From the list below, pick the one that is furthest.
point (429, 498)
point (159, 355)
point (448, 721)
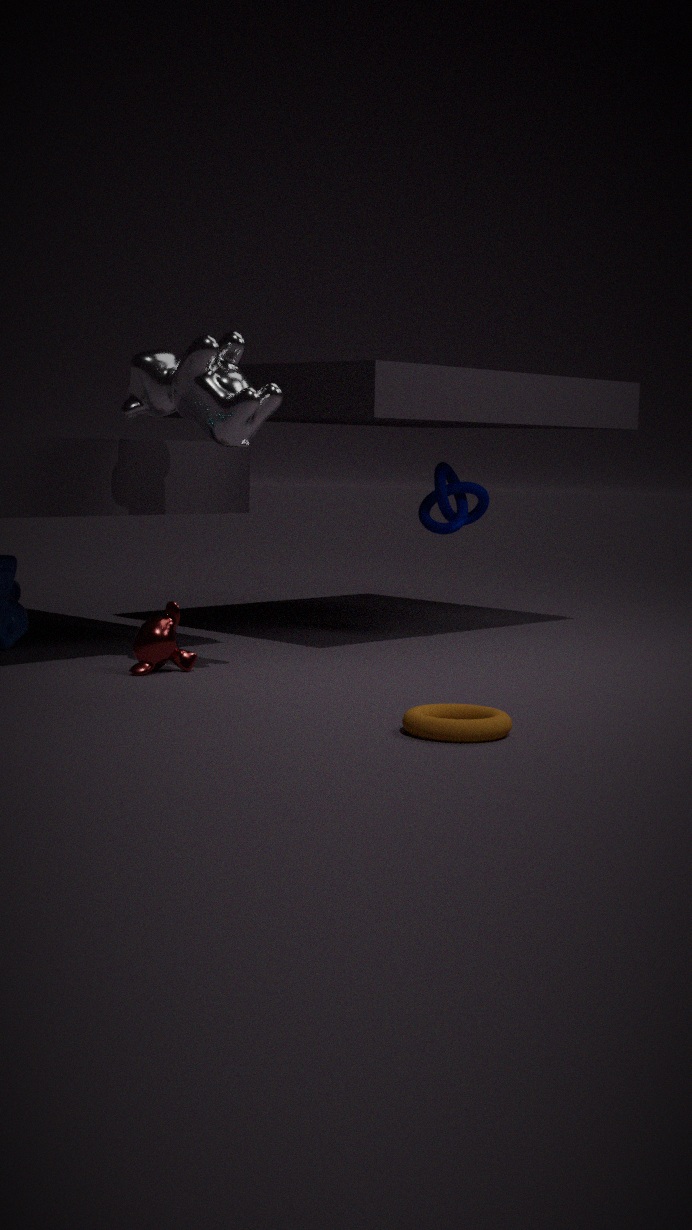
point (429, 498)
